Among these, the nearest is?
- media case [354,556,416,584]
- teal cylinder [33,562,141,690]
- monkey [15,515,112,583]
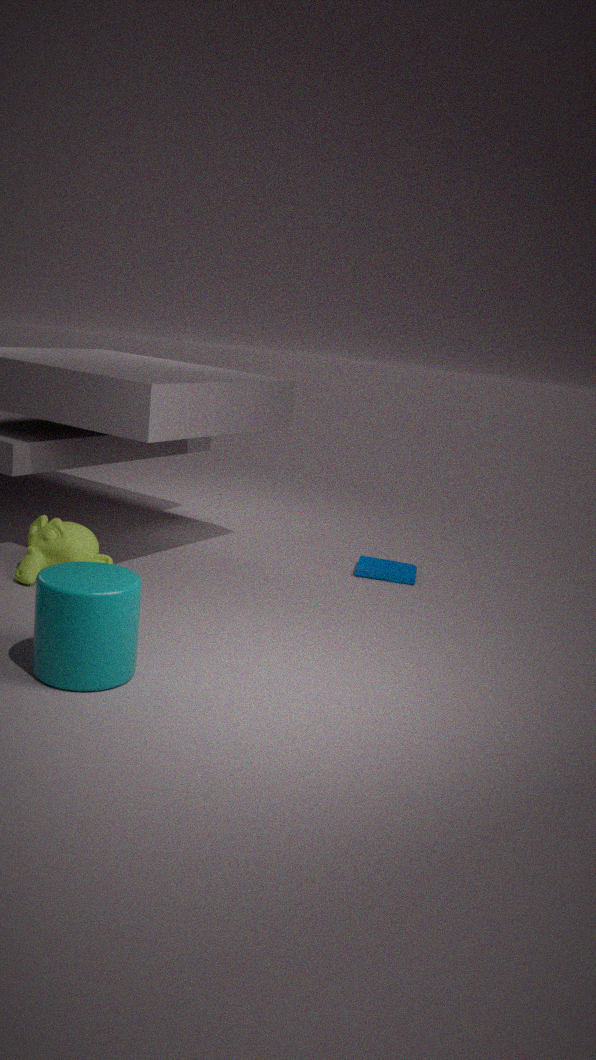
teal cylinder [33,562,141,690]
